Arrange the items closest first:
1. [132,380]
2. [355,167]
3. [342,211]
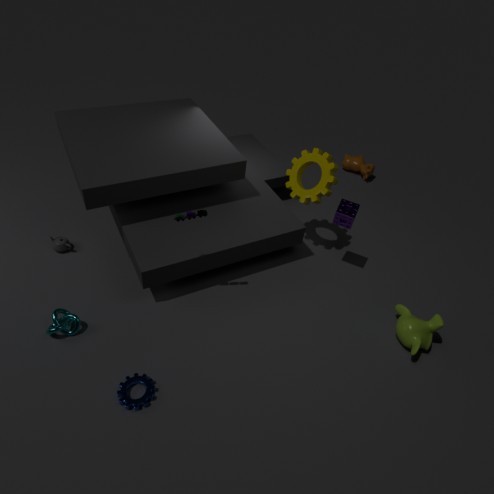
[132,380] → [342,211] → [355,167]
